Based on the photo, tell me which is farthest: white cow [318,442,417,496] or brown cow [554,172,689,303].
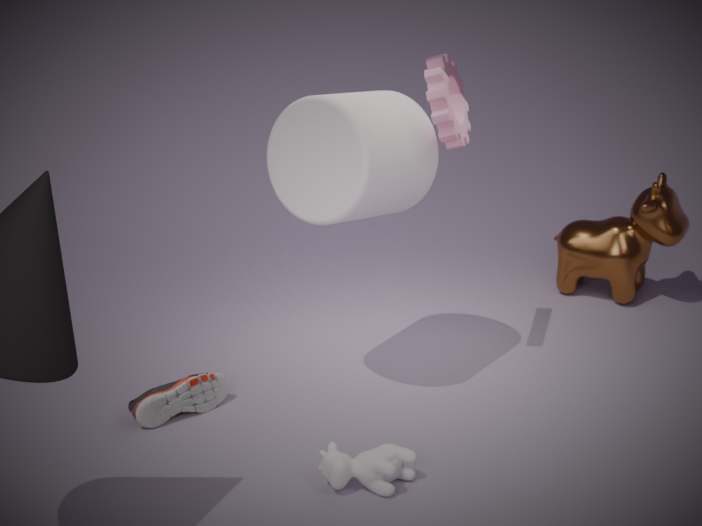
brown cow [554,172,689,303]
